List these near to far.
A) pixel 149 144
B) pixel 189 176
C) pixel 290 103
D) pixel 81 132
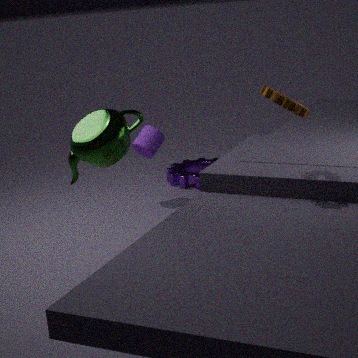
1. pixel 290 103
2. pixel 81 132
3. pixel 149 144
4. pixel 189 176
